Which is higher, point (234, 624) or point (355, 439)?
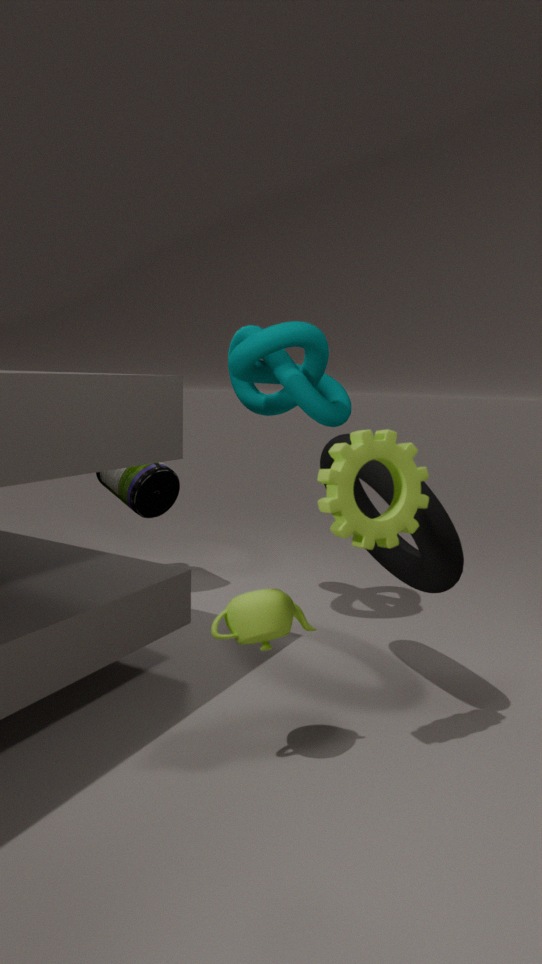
point (355, 439)
